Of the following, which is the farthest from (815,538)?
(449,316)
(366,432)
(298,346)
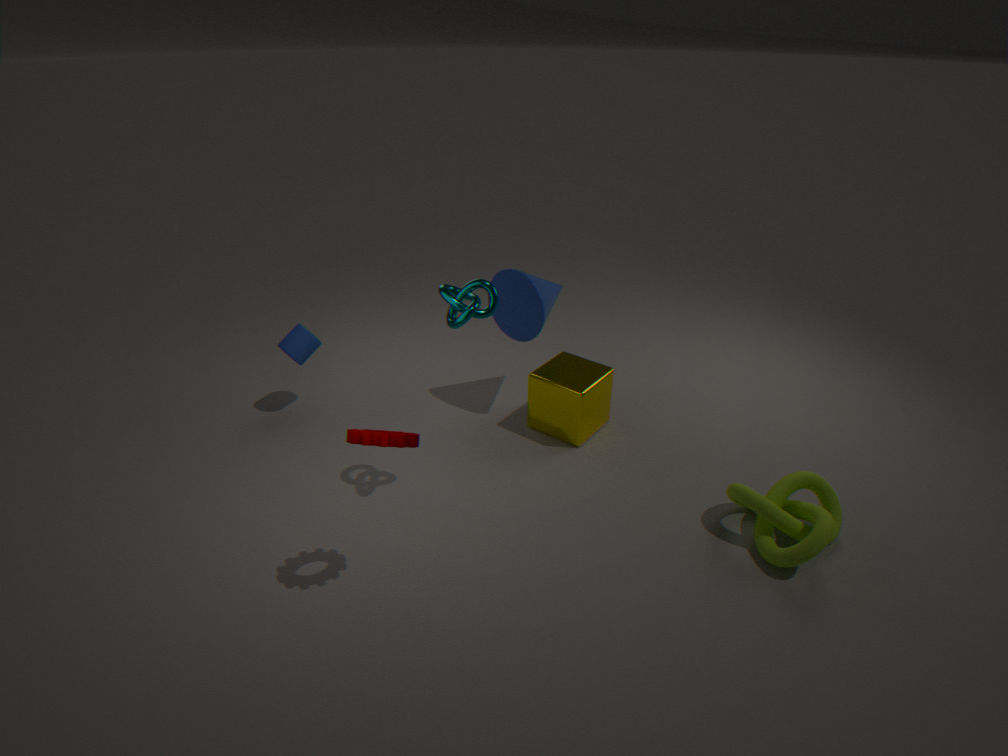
(298,346)
